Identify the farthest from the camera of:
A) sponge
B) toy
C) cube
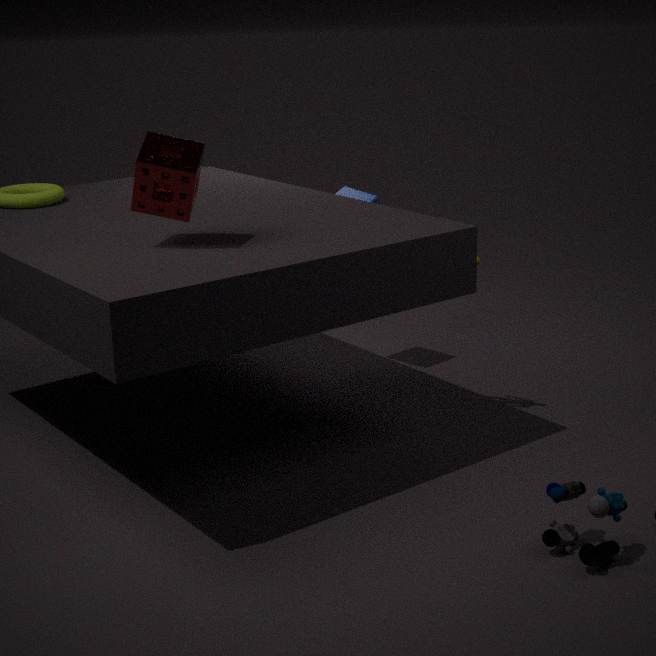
C. cube
